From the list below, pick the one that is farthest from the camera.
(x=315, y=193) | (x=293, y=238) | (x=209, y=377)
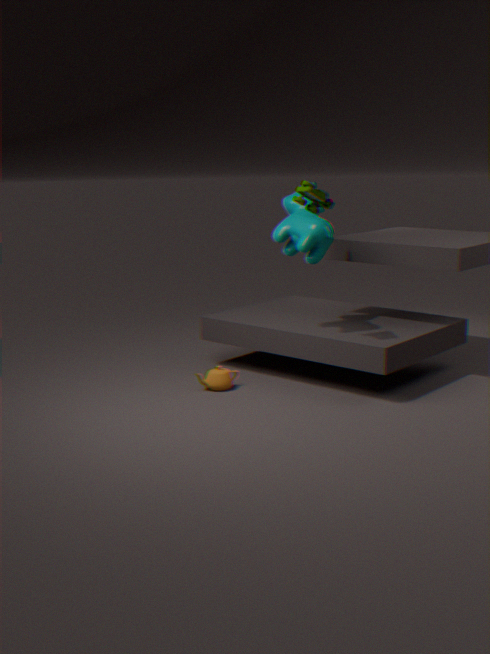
(x=209, y=377)
